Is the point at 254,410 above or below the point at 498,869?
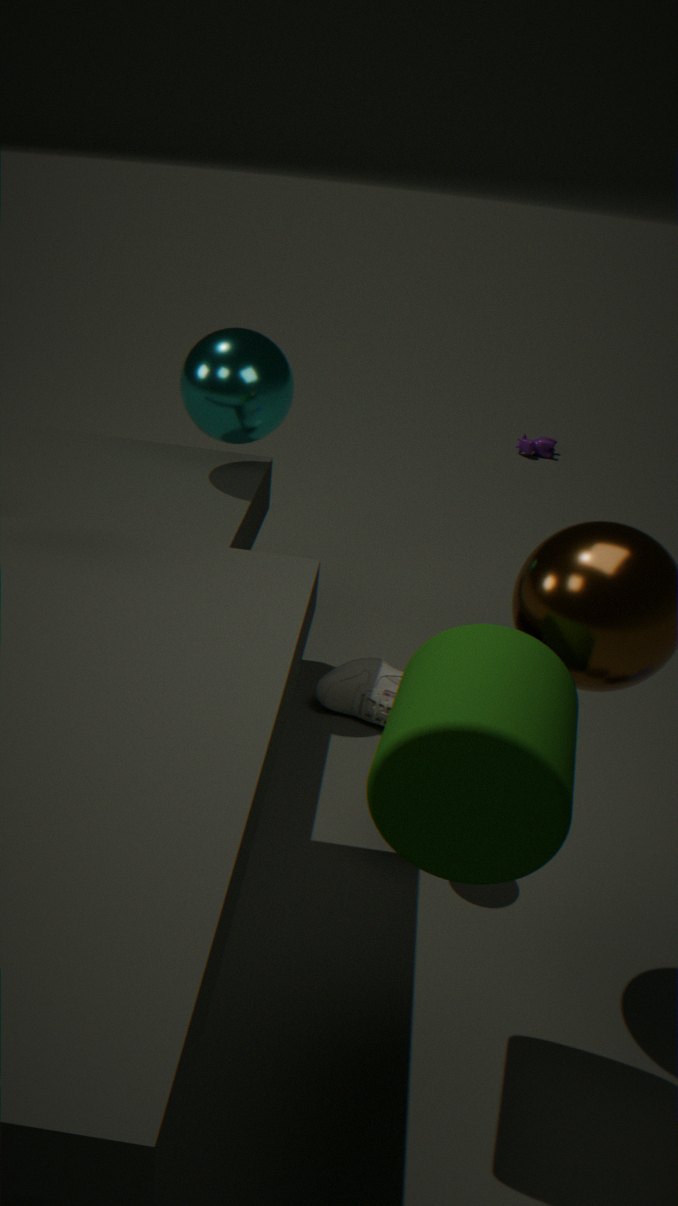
above
